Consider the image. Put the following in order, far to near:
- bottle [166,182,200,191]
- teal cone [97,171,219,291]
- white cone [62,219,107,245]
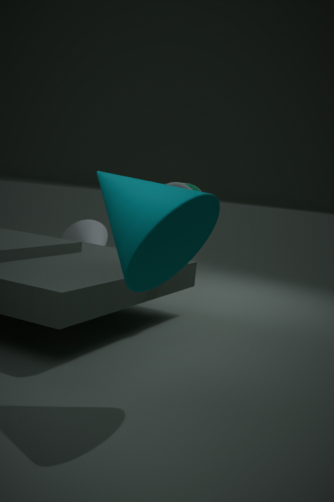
white cone [62,219,107,245] → bottle [166,182,200,191] → teal cone [97,171,219,291]
